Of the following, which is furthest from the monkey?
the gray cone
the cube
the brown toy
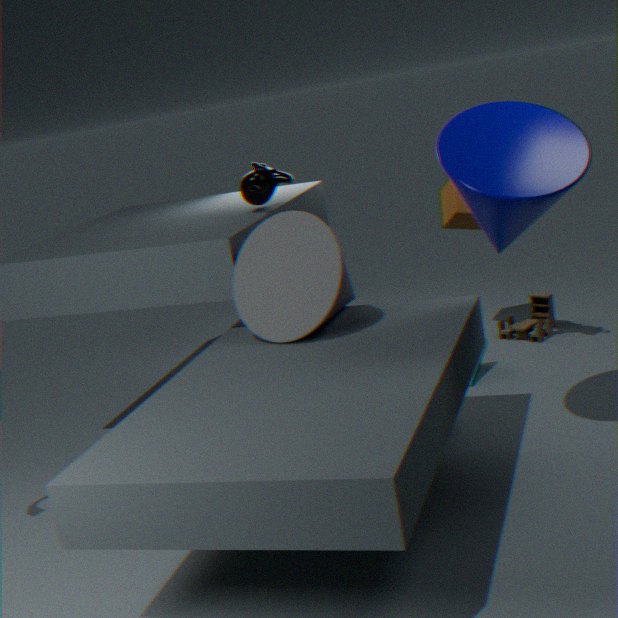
the brown toy
